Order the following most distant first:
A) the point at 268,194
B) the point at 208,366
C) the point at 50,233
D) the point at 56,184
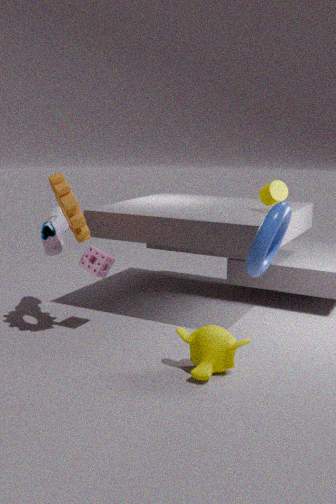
1. the point at 50,233
2. the point at 268,194
3. the point at 56,184
4. the point at 208,366
